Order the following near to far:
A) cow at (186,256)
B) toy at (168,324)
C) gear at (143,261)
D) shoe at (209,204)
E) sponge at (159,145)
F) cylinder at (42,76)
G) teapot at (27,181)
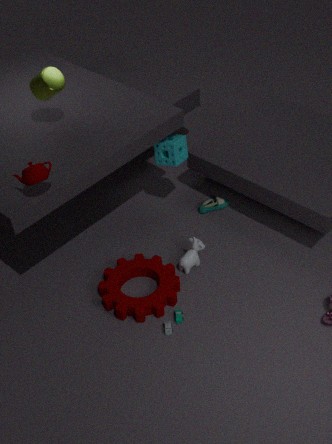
teapot at (27,181) < toy at (168,324) < gear at (143,261) < cylinder at (42,76) < cow at (186,256) < sponge at (159,145) < shoe at (209,204)
